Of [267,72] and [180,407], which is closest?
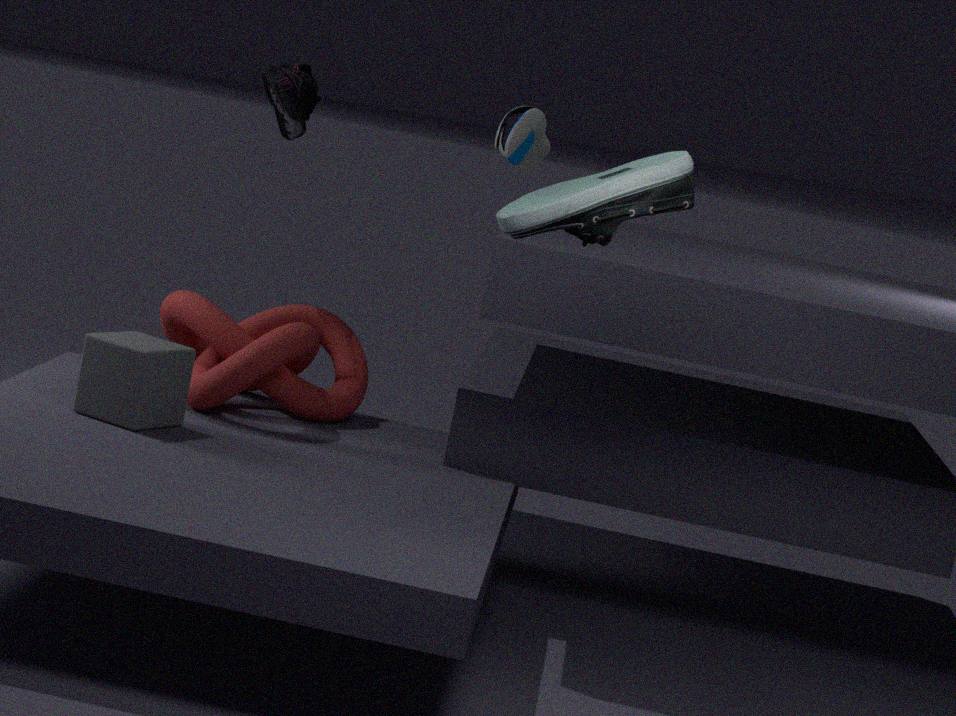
[180,407]
